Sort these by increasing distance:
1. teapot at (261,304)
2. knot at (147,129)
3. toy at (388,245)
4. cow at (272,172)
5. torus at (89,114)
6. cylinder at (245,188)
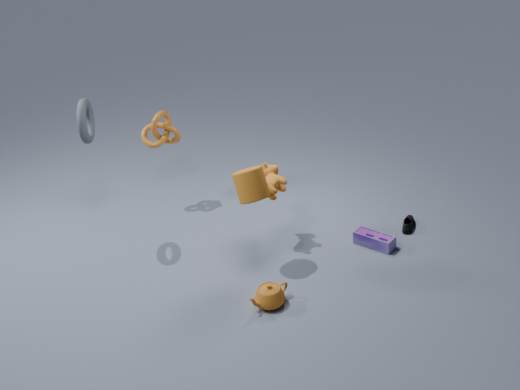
teapot at (261,304) → cylinder at (245,188) → torus at (89,114) → cow at (272,172) → toy at (388,245) → knot at (147,129)
